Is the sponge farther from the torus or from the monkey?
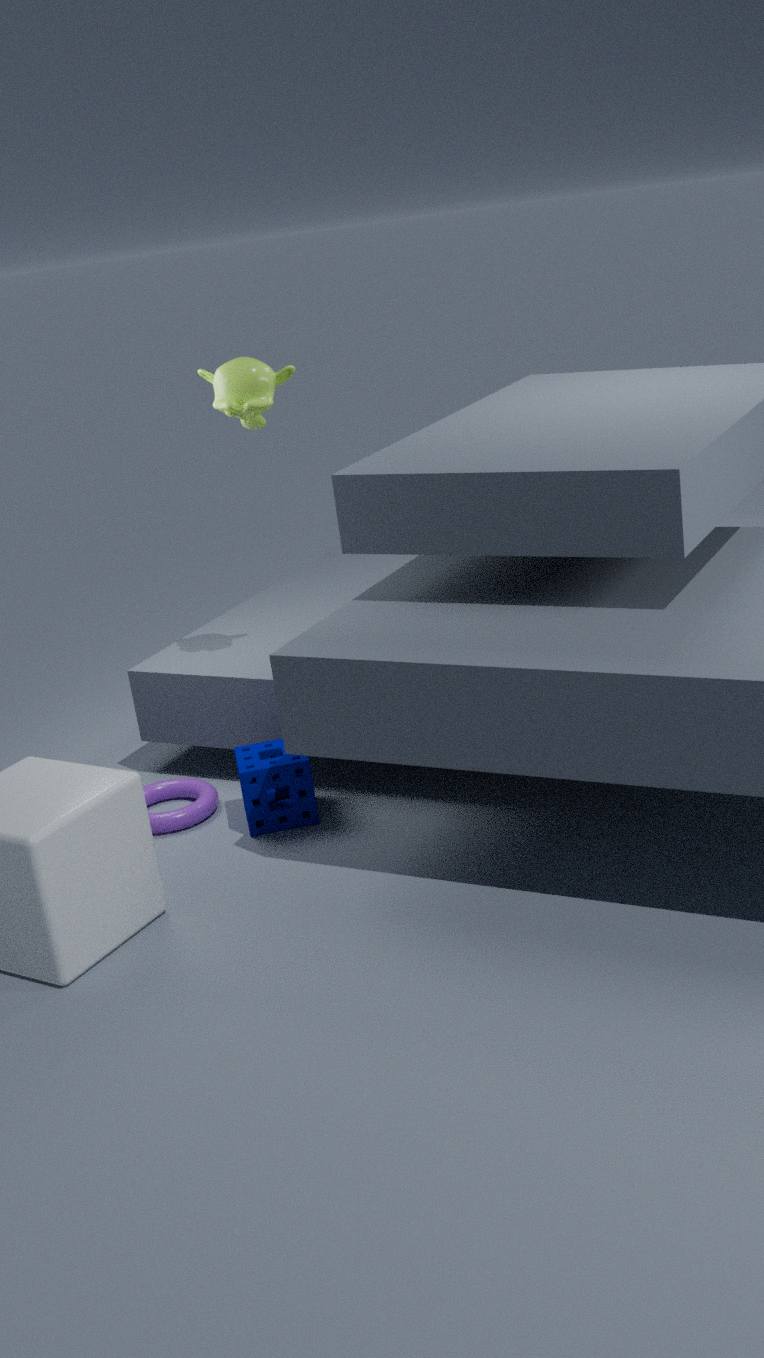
the monkey
